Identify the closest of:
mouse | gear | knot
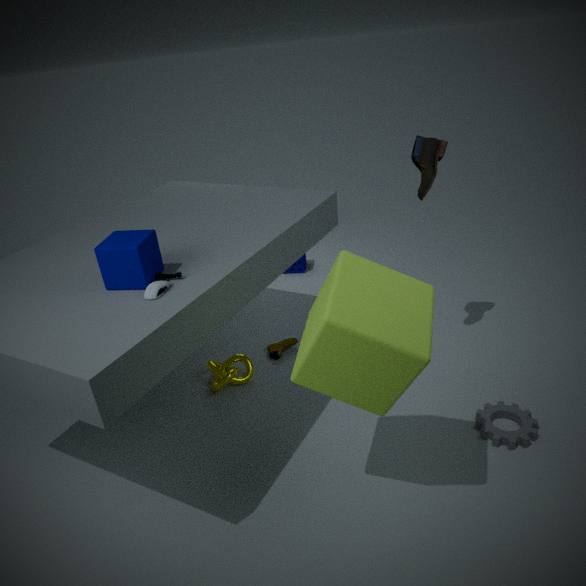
mouse
